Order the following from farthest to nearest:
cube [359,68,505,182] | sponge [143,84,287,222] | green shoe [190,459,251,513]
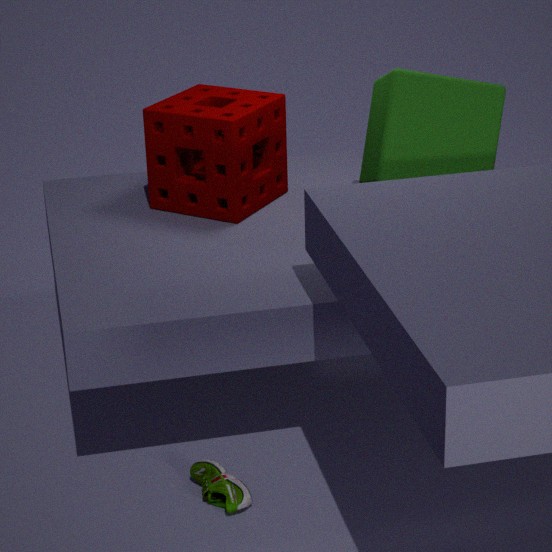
1. sponge [143,84,287,222]
2. cube [359,68,505,182]
3. green shoe [190,459,251,513]
